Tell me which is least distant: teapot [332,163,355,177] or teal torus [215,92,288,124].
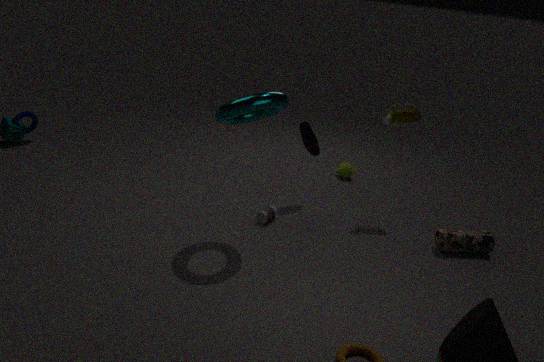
teal torus [215,92,288,124]
